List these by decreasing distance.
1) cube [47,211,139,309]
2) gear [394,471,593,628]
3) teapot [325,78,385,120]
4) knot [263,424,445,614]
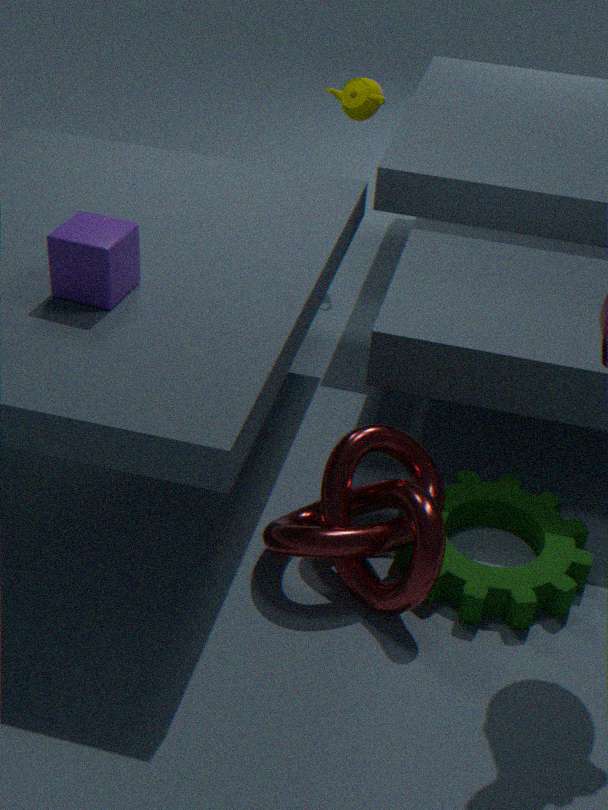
3. teapot [325,78,385,120]
2. gear [394,471,593,628]
1. cube [47,211,139,309]
4. knot [263,424,445,614]
